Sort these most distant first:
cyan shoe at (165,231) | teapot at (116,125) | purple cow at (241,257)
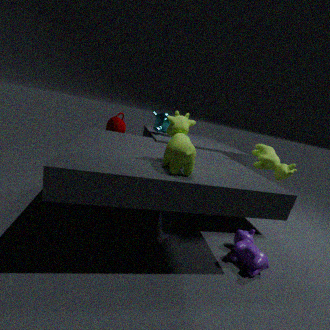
1. teapot at (116,125)
2. purple cow at (241,257)
3. cyan shoe at (165,231)
